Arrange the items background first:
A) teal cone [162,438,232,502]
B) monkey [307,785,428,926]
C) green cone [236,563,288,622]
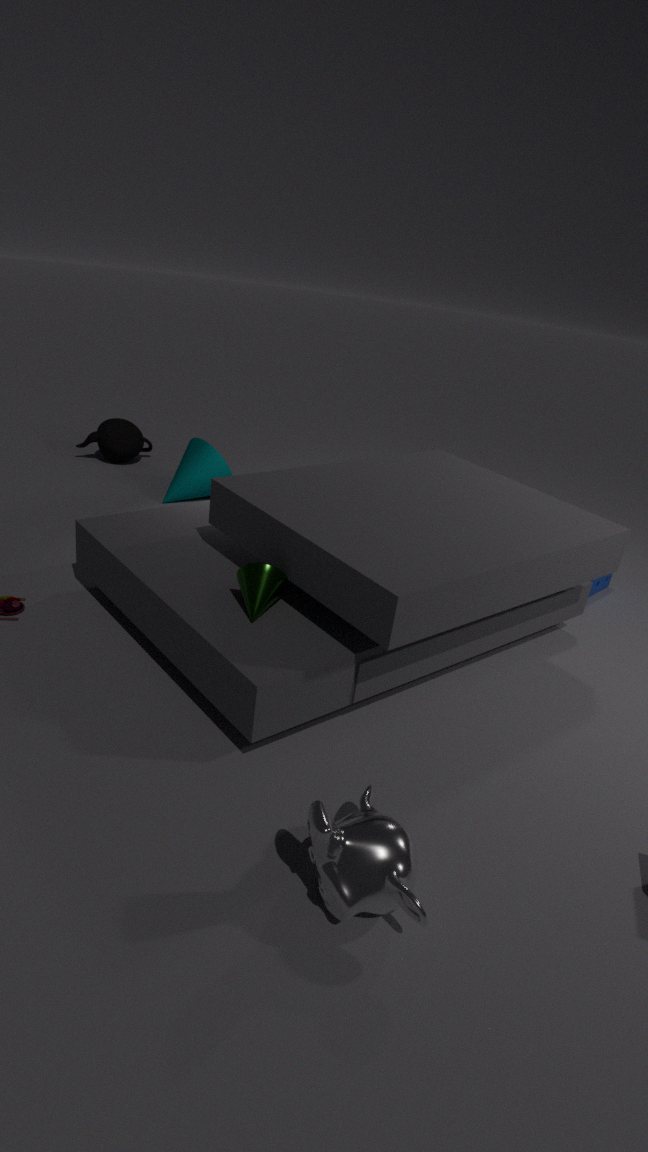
teal cone [162,438,232,502] < green cone [236,563,288,622] < monkey [307,785,428,926]
